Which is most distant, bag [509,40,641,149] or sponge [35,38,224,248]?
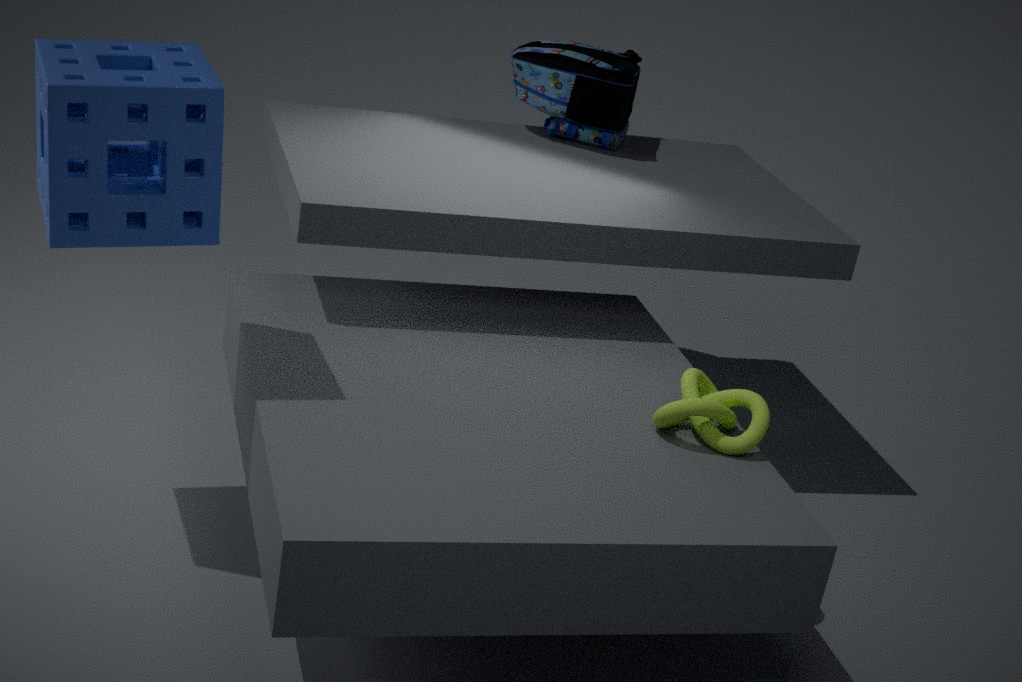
bag [509,40,641,149]
